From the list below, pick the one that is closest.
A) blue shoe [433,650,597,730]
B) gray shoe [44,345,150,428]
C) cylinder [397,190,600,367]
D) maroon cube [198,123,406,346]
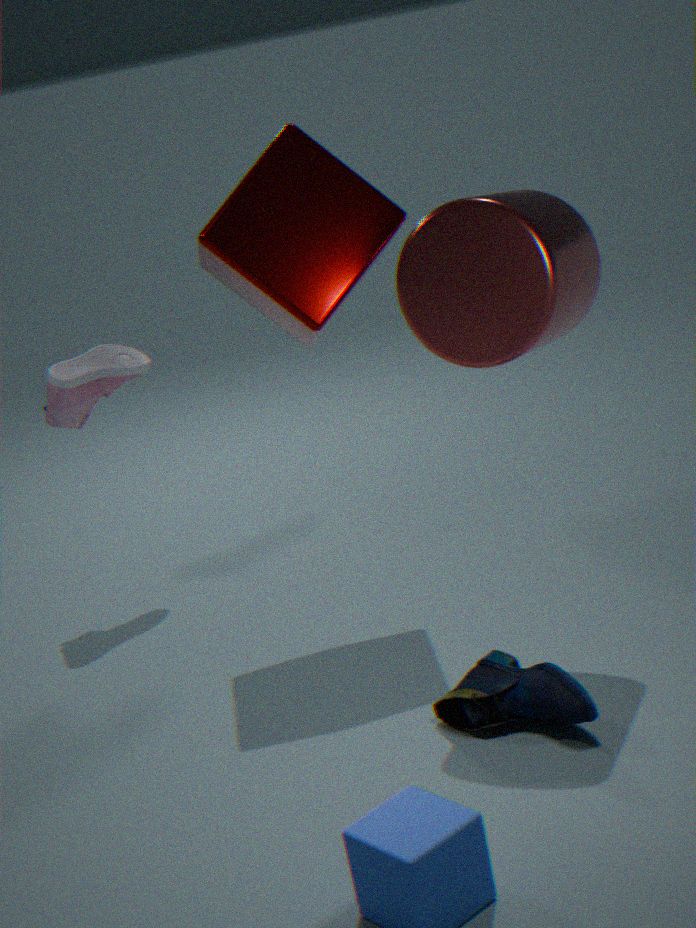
A. blue shoe [433,650,597,730]
